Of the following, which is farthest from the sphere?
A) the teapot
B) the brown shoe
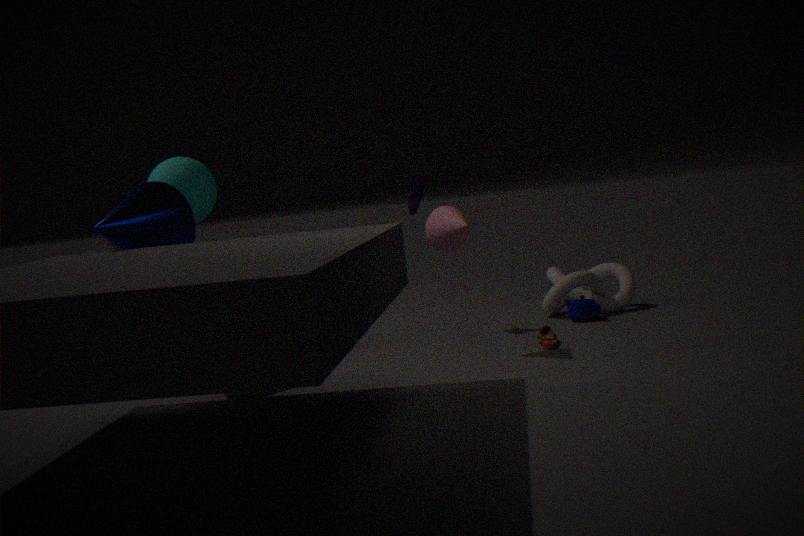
the teapot
